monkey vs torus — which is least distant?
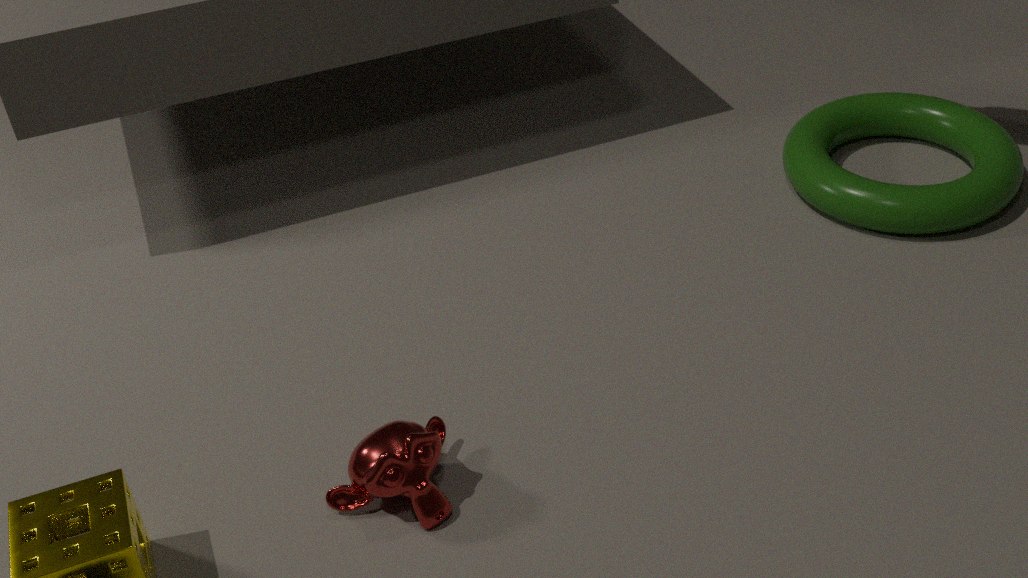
monkey
